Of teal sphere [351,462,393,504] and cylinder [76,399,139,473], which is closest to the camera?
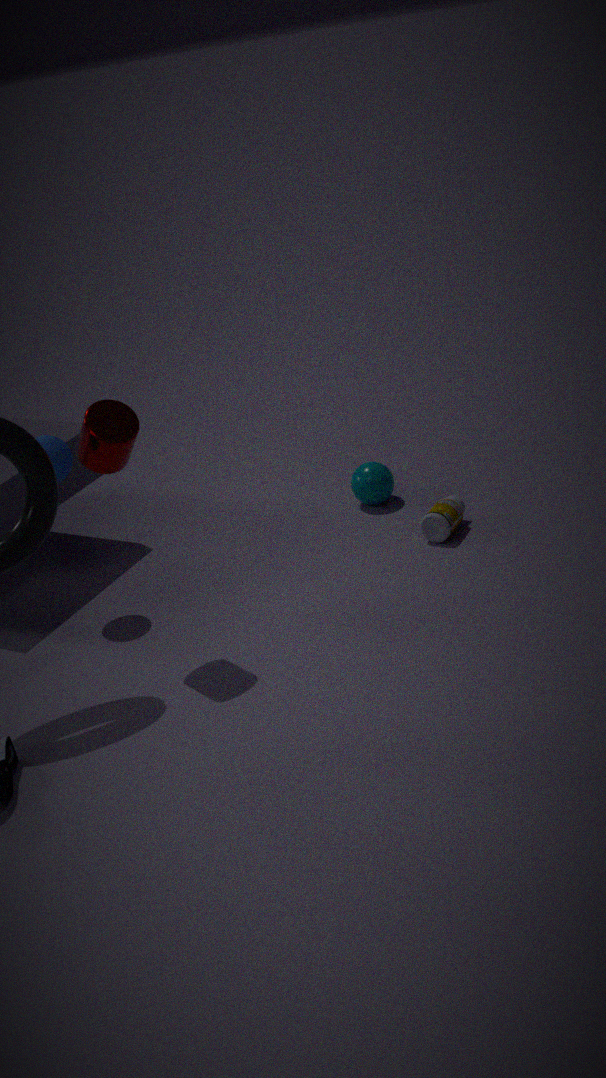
cylinder [76,399,139,473]
